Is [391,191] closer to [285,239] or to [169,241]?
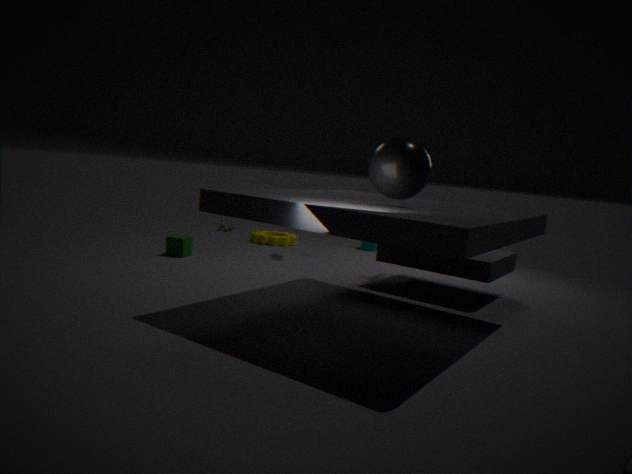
[169,241]
